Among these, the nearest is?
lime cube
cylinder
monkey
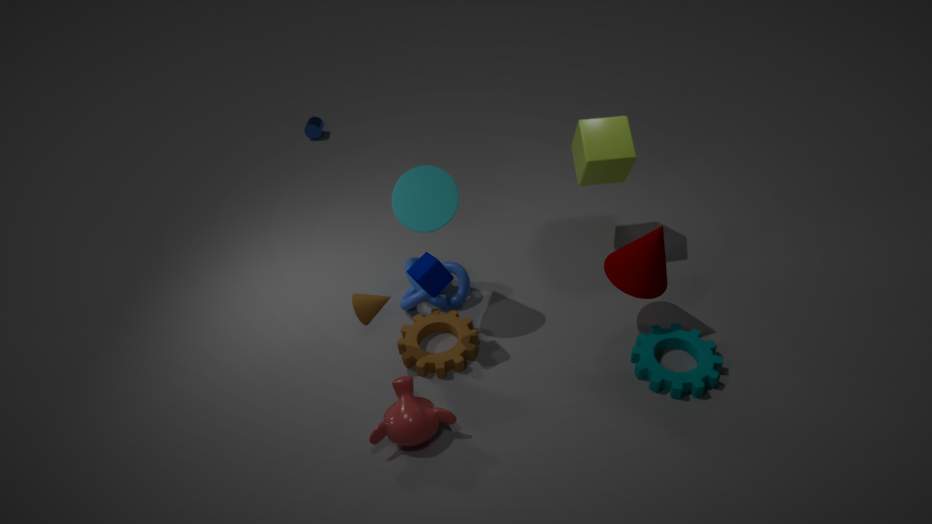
monkey
